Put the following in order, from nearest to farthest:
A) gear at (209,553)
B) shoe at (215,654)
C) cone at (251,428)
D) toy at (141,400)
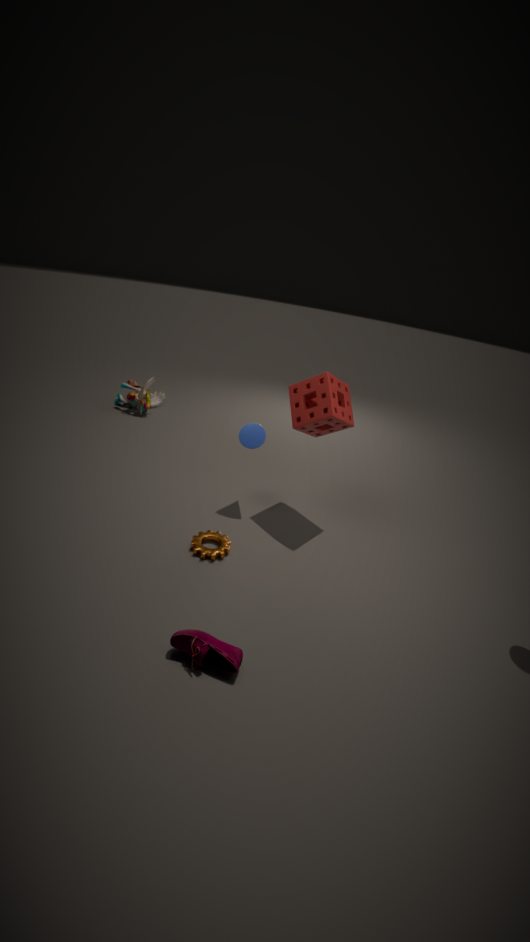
shoe at (215,654) < gear at (209,553) < cone at (251,428) < toy at (141,400)
